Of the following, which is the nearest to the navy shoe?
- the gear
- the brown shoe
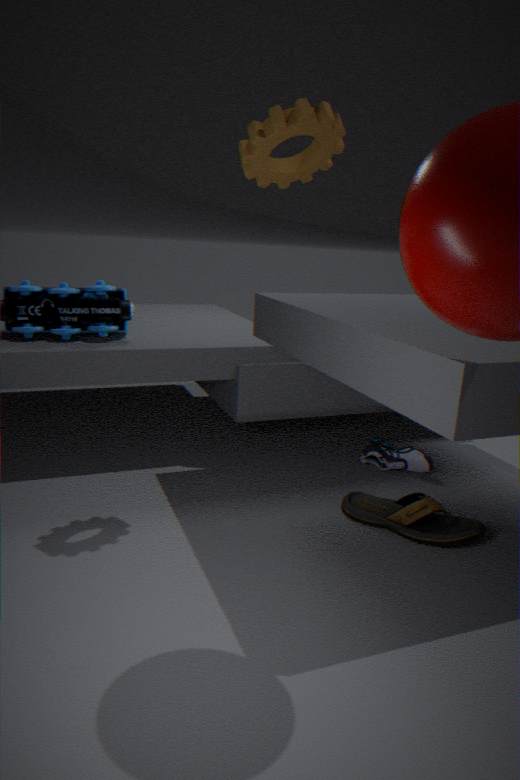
the brown shoe
